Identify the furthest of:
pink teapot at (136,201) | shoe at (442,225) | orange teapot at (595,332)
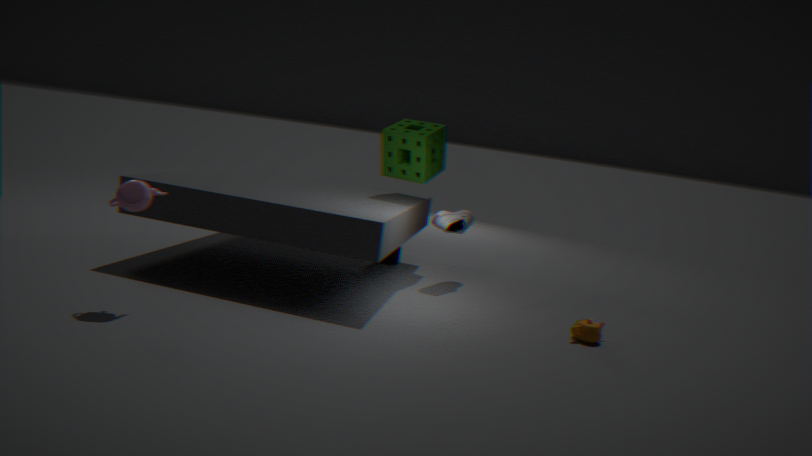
shoe at (442,225)
